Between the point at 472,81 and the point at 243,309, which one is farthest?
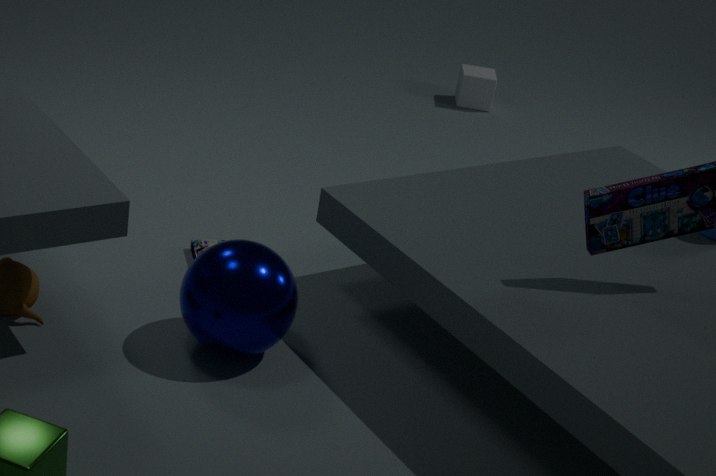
the point at 472,81
